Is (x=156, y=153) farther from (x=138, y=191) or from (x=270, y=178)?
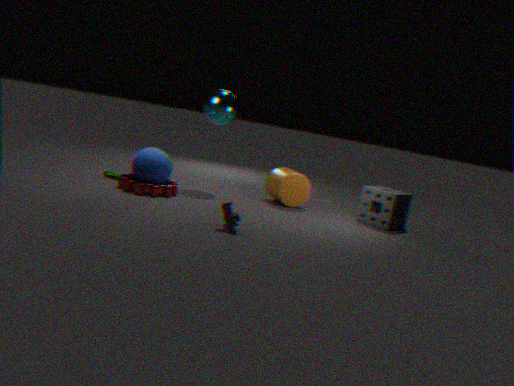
(x=270, y=178)
